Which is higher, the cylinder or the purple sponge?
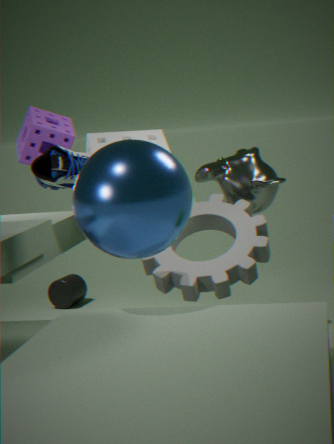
the purple sponge
